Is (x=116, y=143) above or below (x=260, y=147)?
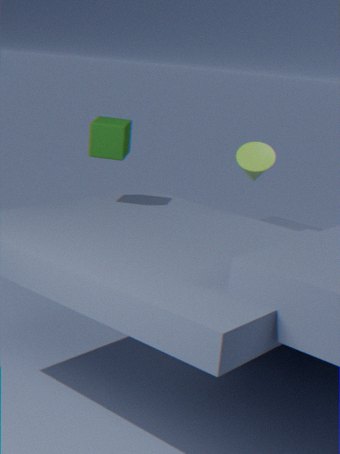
above
